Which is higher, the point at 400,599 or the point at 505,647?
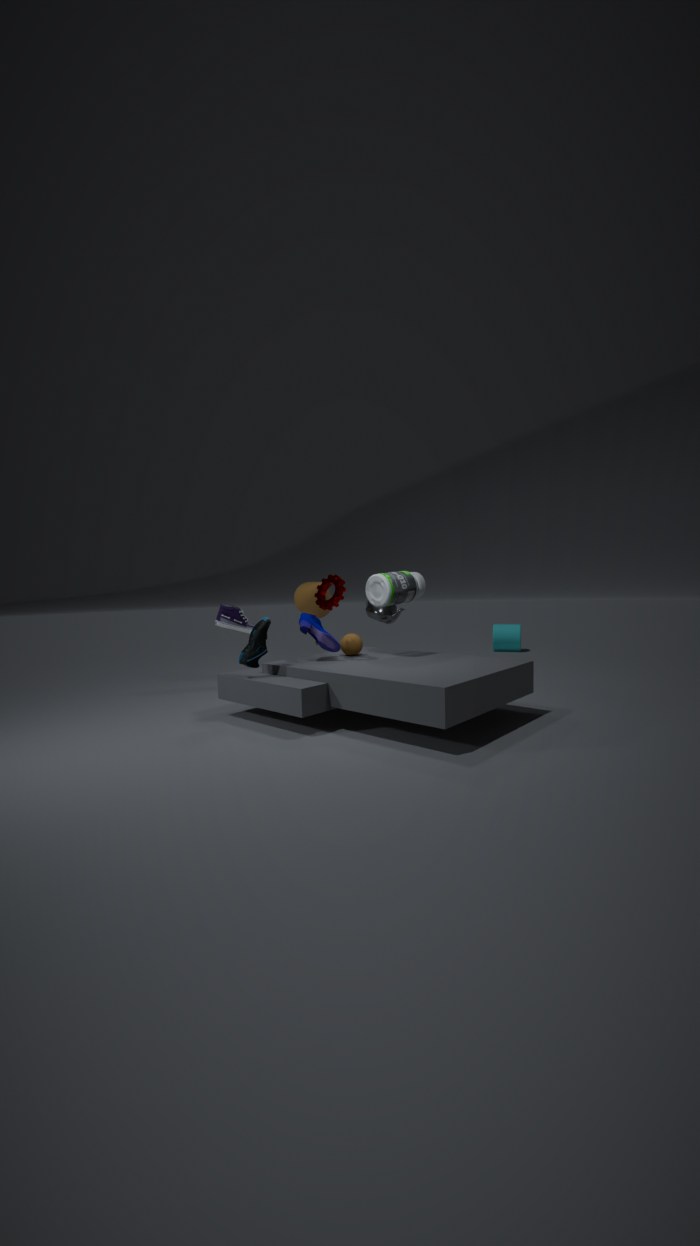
the point at 400,599
